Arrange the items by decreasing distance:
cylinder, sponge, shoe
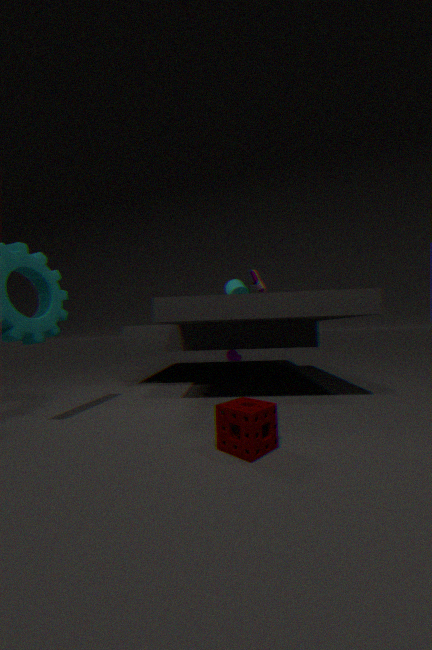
shoe
cylinder
sponge
